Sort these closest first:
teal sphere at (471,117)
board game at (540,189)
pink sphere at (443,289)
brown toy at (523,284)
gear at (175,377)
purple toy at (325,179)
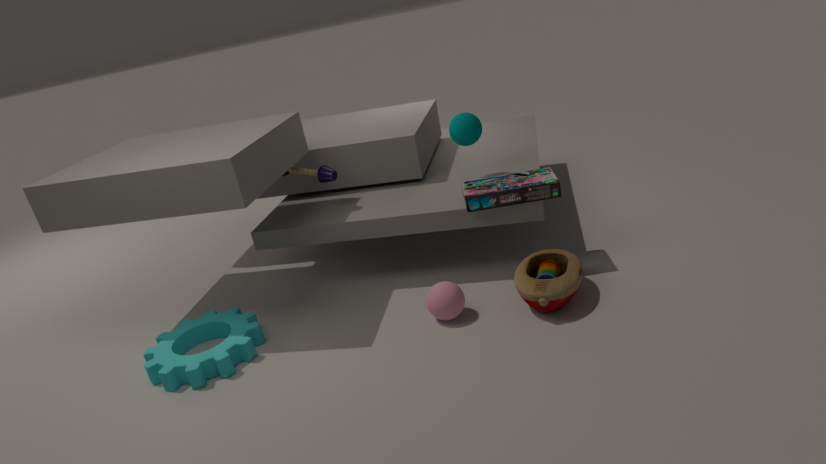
brown toy at (523,284), gear at (175,377), pink sphere at (443,289), board game at (540,189), teal sphere at (471,117), purple toy at (325,179)
